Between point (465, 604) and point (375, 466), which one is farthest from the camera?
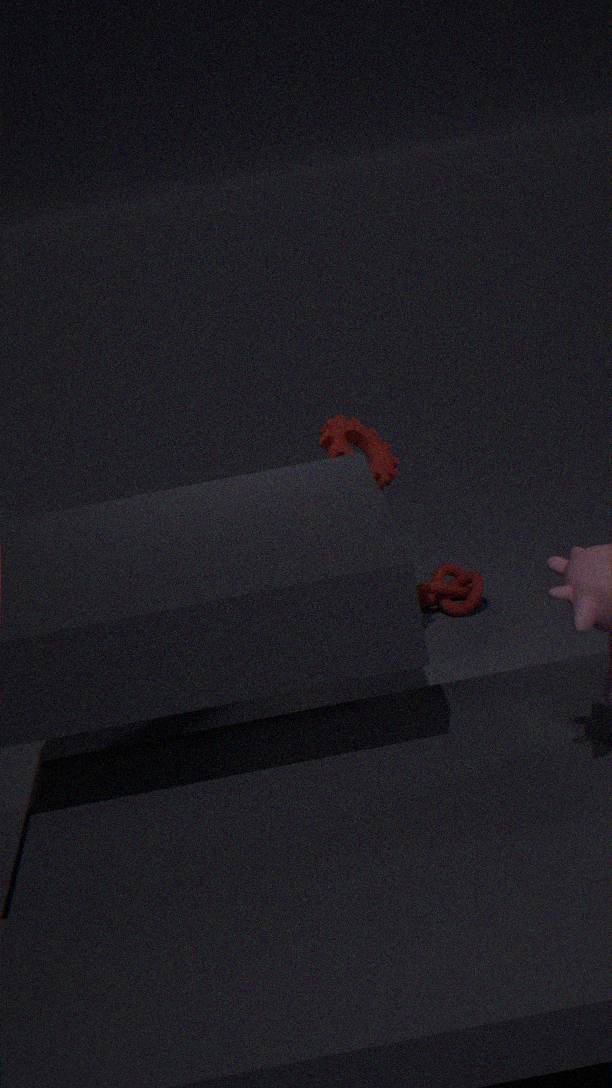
point (465, 604)
